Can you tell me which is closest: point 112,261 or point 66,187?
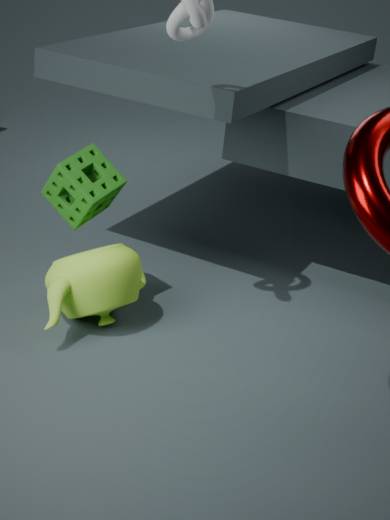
point 112,261
